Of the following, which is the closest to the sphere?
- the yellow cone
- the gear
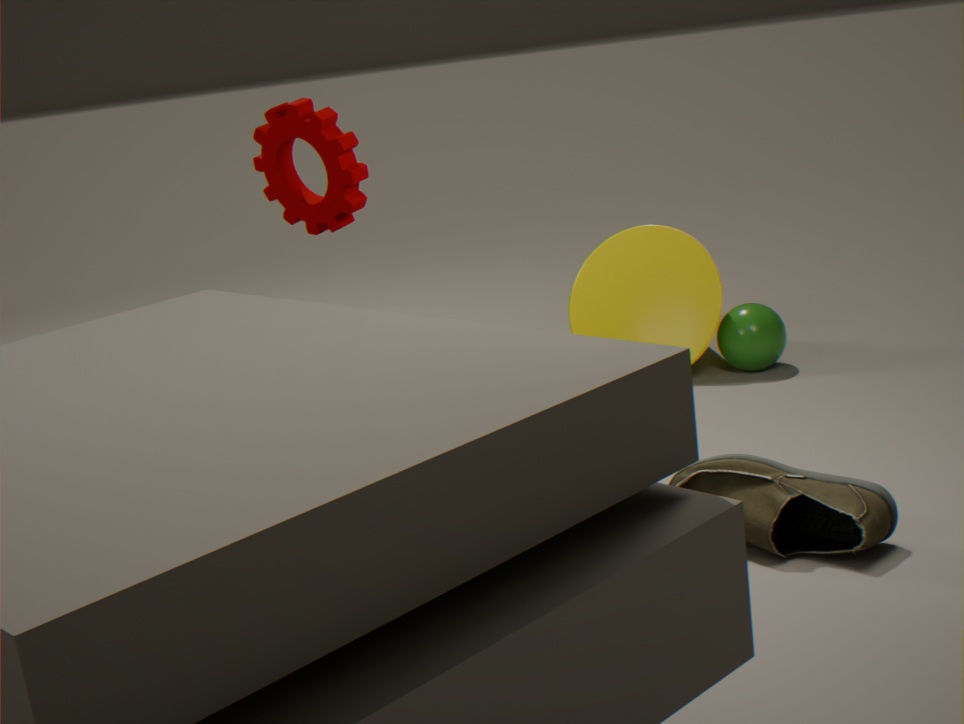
the yellow cone
